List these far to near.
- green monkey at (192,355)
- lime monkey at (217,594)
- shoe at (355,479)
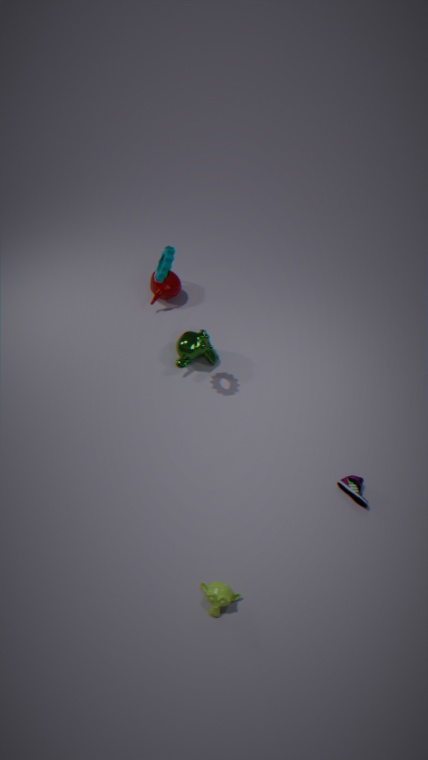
green monkey at (192,355), shoe at (355,479), lime monkey at (217,594)
